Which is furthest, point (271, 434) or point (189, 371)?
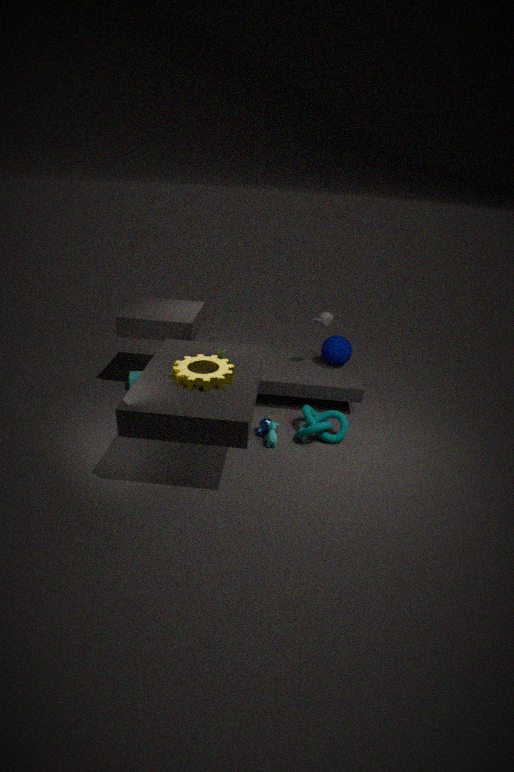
point (271, 434)
